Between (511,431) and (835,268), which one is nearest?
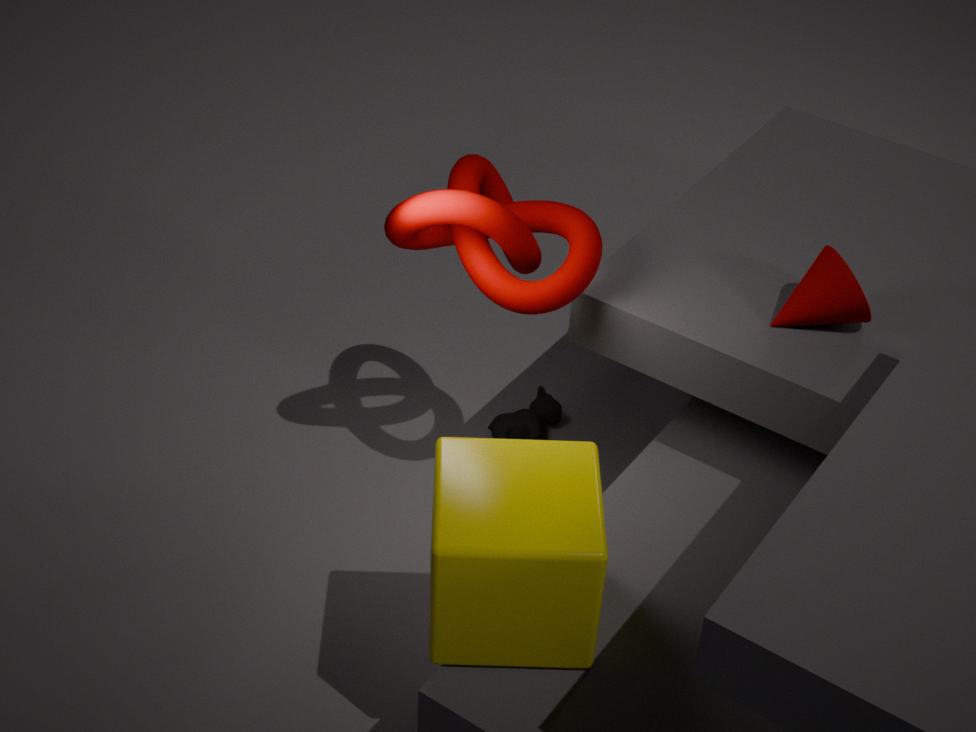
(835,268)
